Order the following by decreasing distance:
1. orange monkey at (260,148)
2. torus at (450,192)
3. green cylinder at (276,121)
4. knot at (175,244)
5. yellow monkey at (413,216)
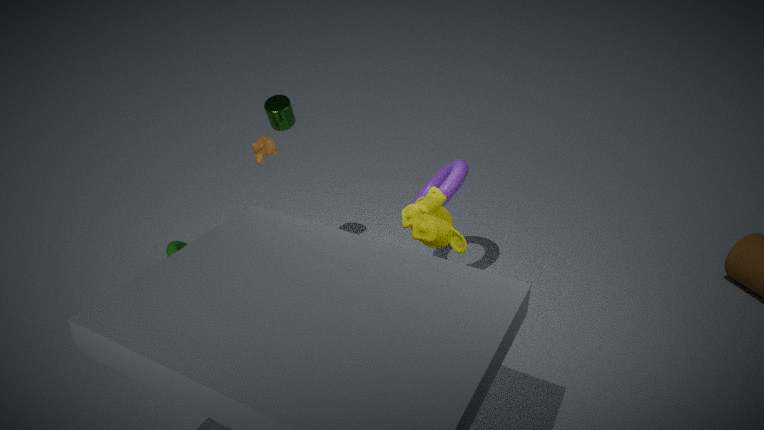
knot at (175,244) < green cylinder at (276,121) < orange monkey at (260,148) < torus at (450,192) < yellow monkey at (413,216)
